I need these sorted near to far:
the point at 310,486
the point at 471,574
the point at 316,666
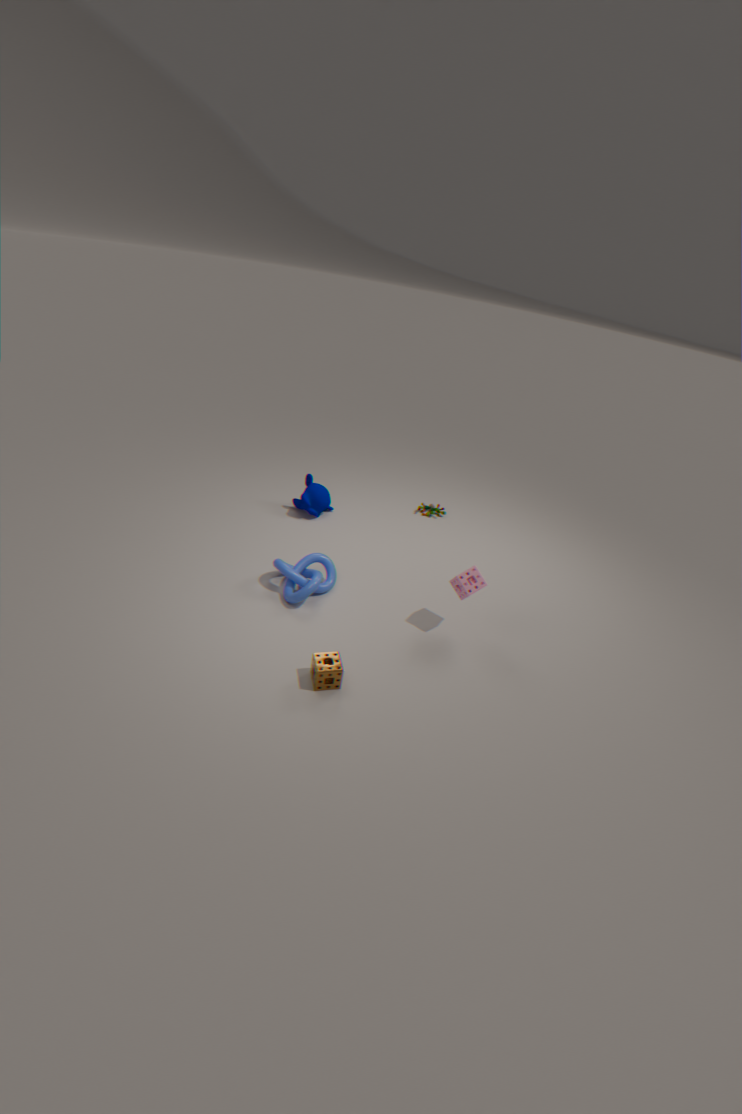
the point at 316,666 → the point at 471,574 → the point at 310,486
